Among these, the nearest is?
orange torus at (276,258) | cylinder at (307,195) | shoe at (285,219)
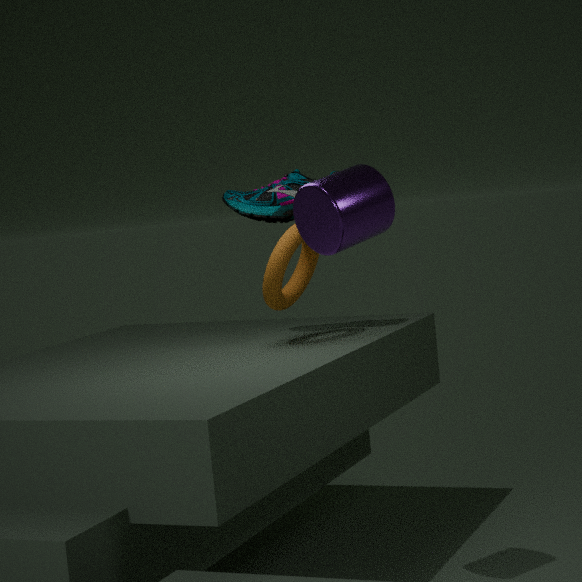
cylinder at (307,195)
